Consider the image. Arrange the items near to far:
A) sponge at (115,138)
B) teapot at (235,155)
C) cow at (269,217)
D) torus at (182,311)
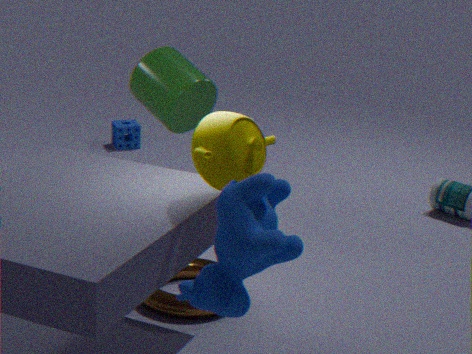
1. cow at (269,217)
2. teapot at (235,155)
3. torus at (182,311)
4. sponge at (115,138)
